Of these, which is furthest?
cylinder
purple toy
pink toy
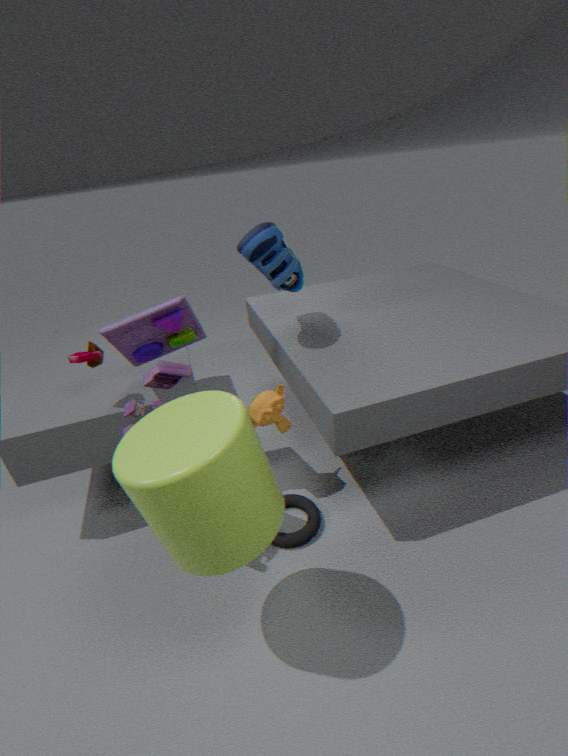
purple toy
